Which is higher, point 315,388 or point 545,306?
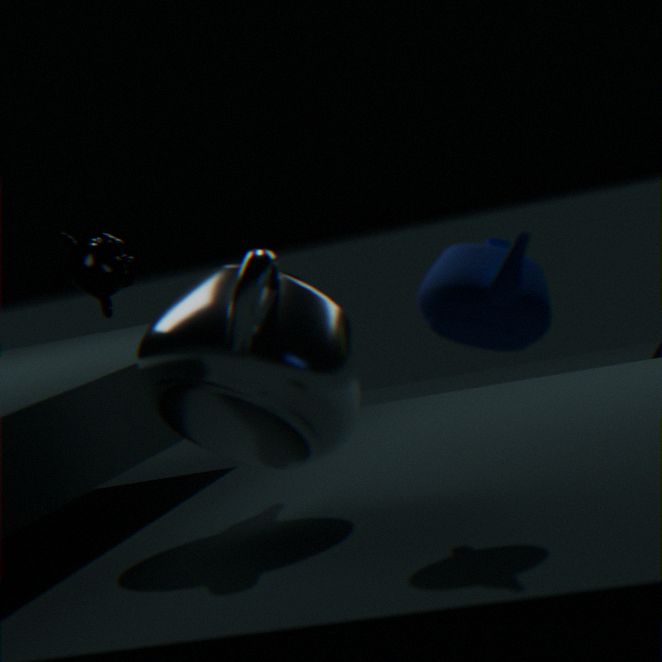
point 545,306
